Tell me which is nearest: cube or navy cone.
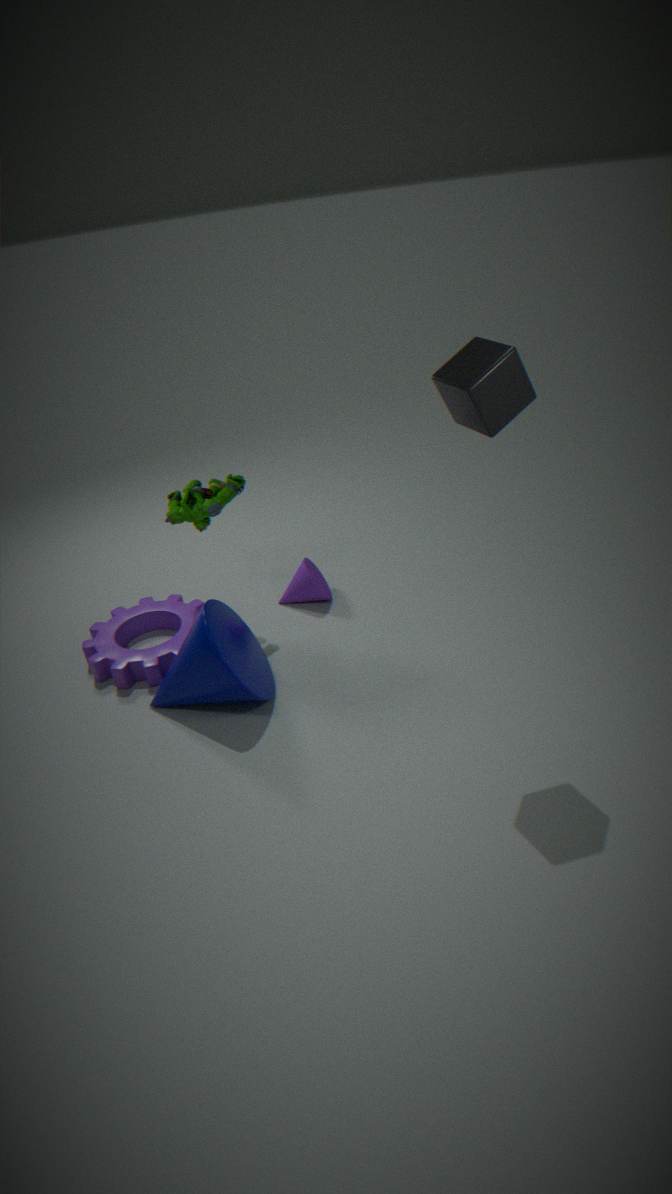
cube
